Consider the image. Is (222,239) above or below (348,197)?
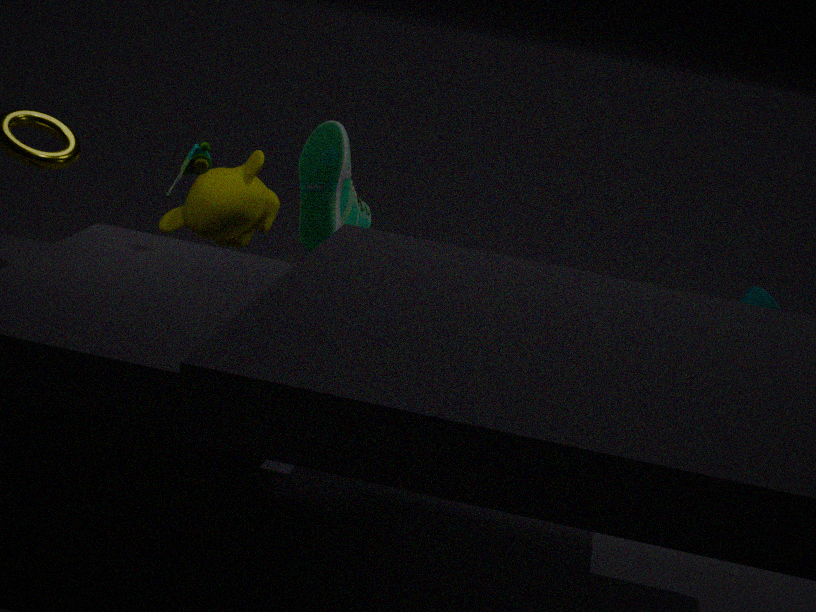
below
